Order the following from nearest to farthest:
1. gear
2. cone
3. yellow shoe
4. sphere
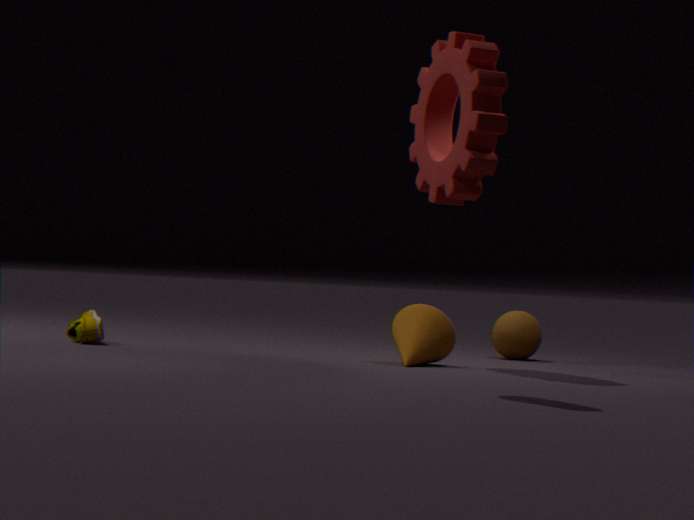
gear, cone, yellow shoe, sphere
